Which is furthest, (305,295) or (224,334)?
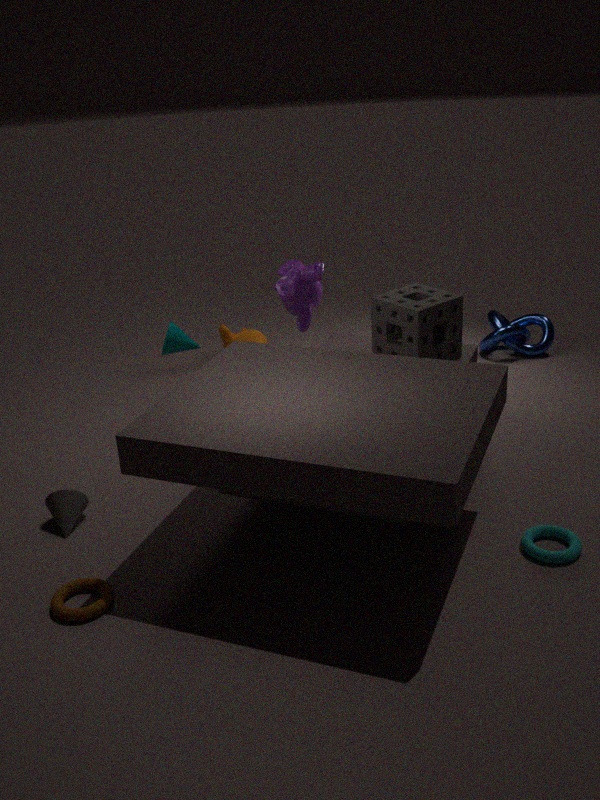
(224,334)
